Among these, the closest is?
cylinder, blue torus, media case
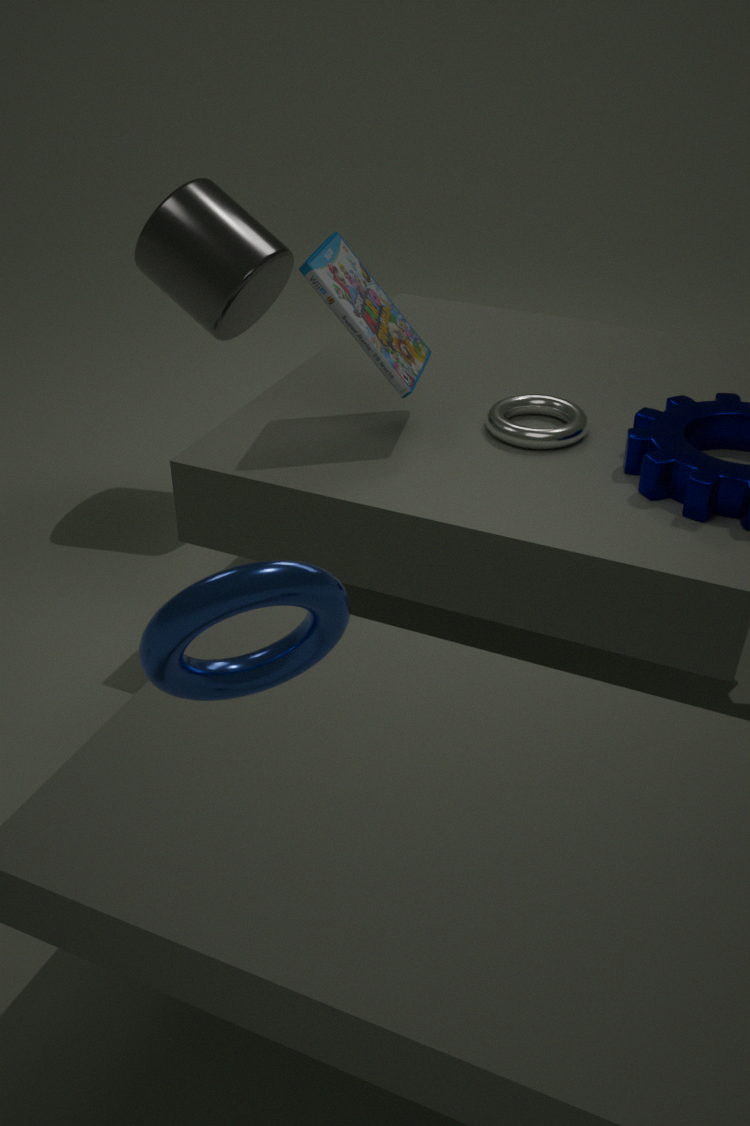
blue torus
